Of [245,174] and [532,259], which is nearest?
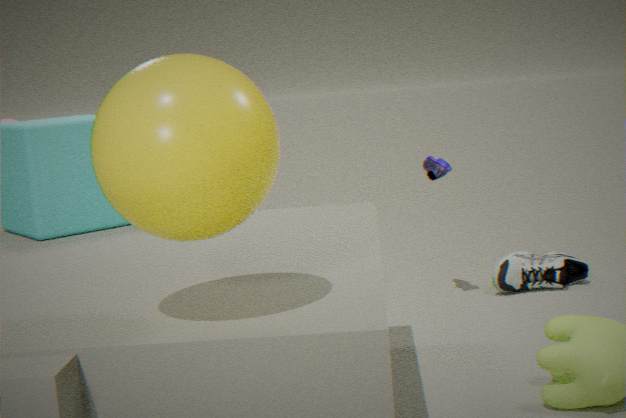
[245,174]
